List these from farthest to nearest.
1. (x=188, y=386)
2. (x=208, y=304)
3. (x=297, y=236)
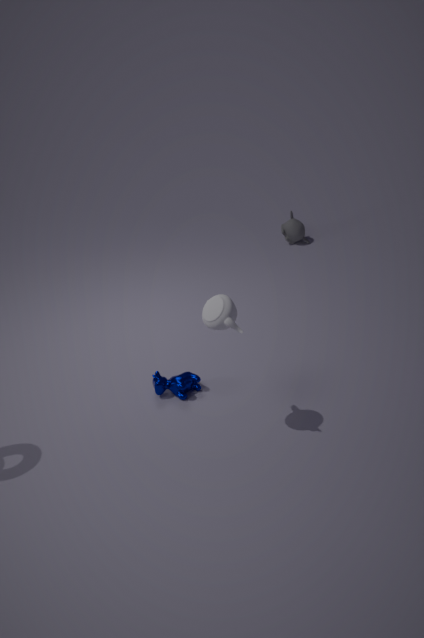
(x=297, y=236) → (x=188, y=386) → (x=208, y=304)
